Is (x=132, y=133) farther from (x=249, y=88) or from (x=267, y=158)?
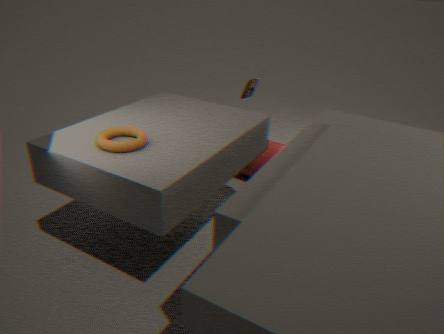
(x=249, y=88)
